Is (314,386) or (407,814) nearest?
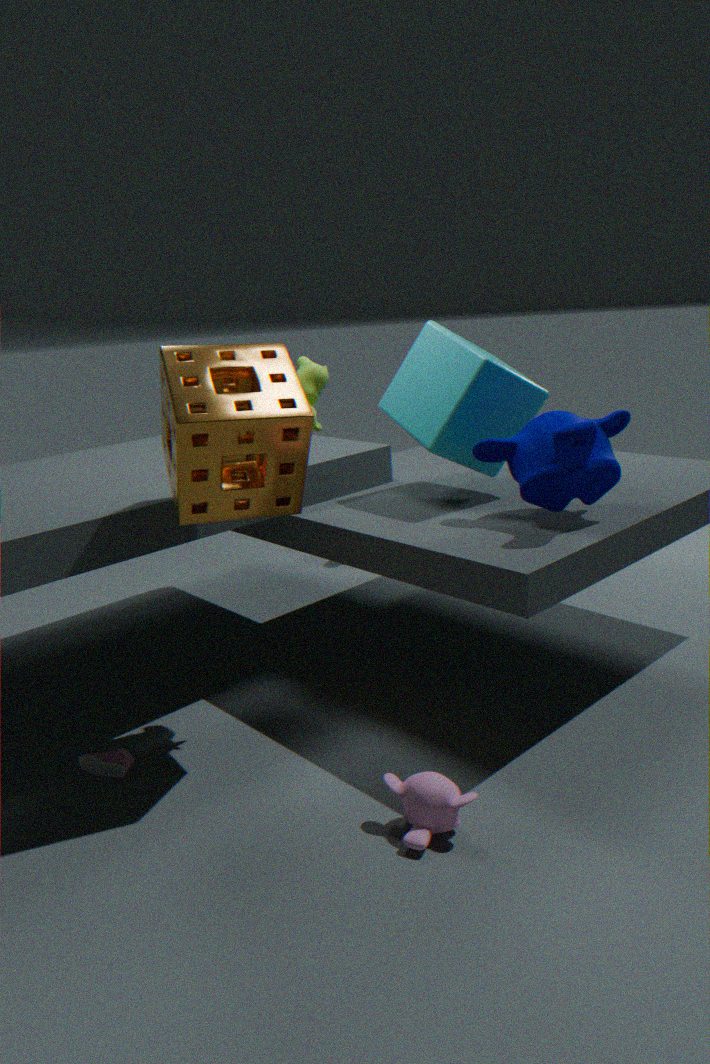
(407,814)
